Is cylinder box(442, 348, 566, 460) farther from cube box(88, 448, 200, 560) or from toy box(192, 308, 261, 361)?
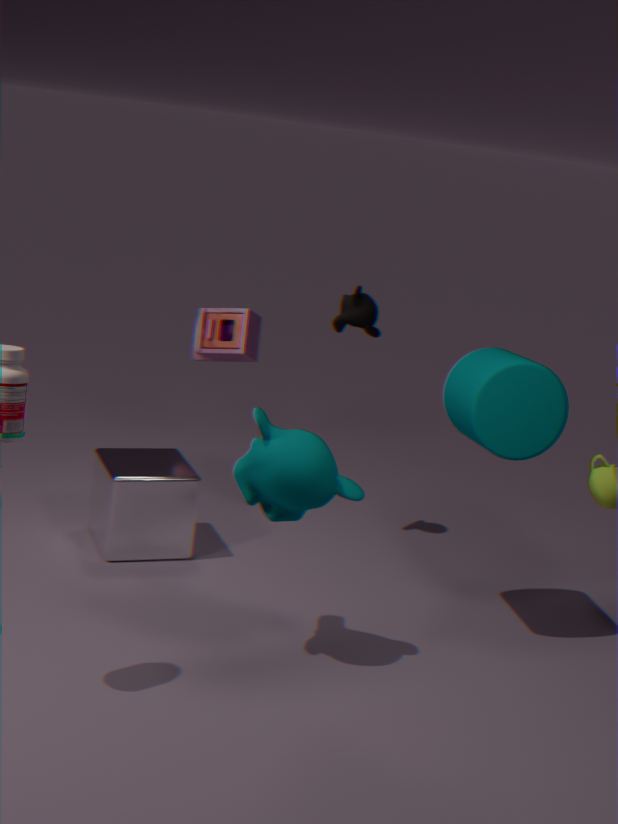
toy box(192, 308, 261, 361)
